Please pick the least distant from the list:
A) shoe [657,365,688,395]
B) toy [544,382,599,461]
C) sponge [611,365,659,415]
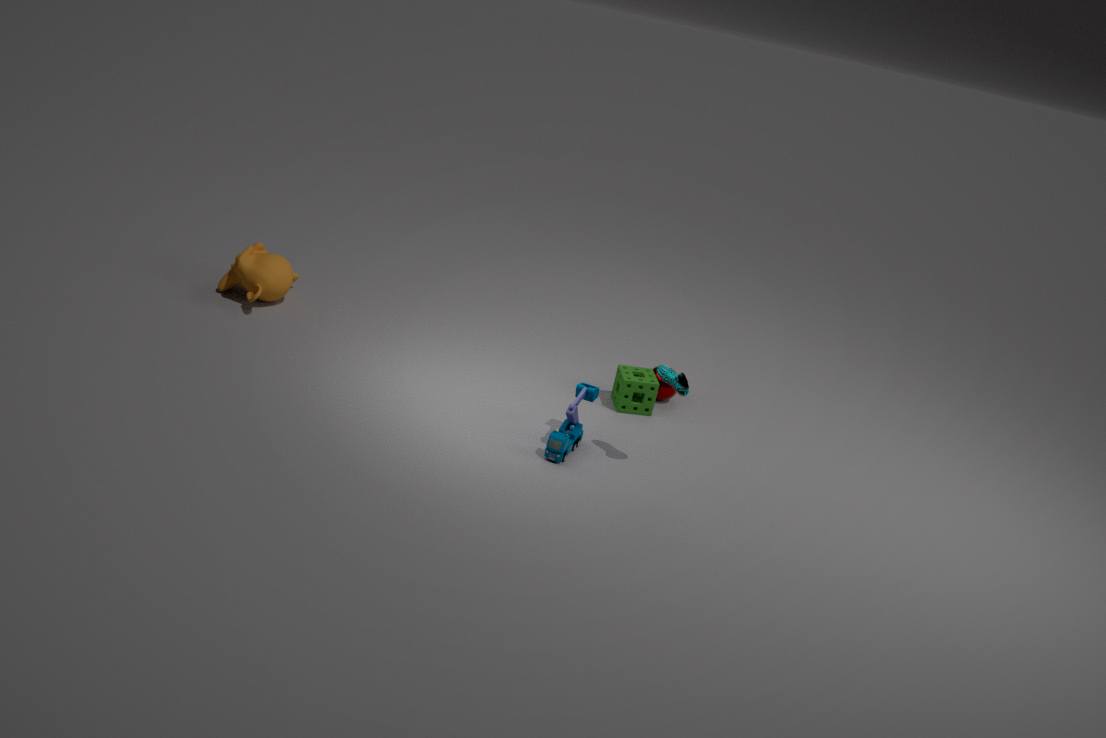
shoe [657,365,688,395]
